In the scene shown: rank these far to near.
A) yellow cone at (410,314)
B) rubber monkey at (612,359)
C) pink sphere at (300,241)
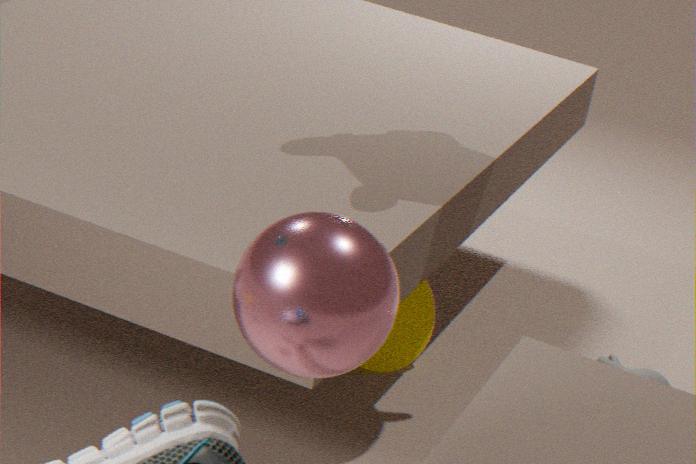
yellow cone at (410,314), rubber monkey at (612,359), pink sphere at (300,241)
